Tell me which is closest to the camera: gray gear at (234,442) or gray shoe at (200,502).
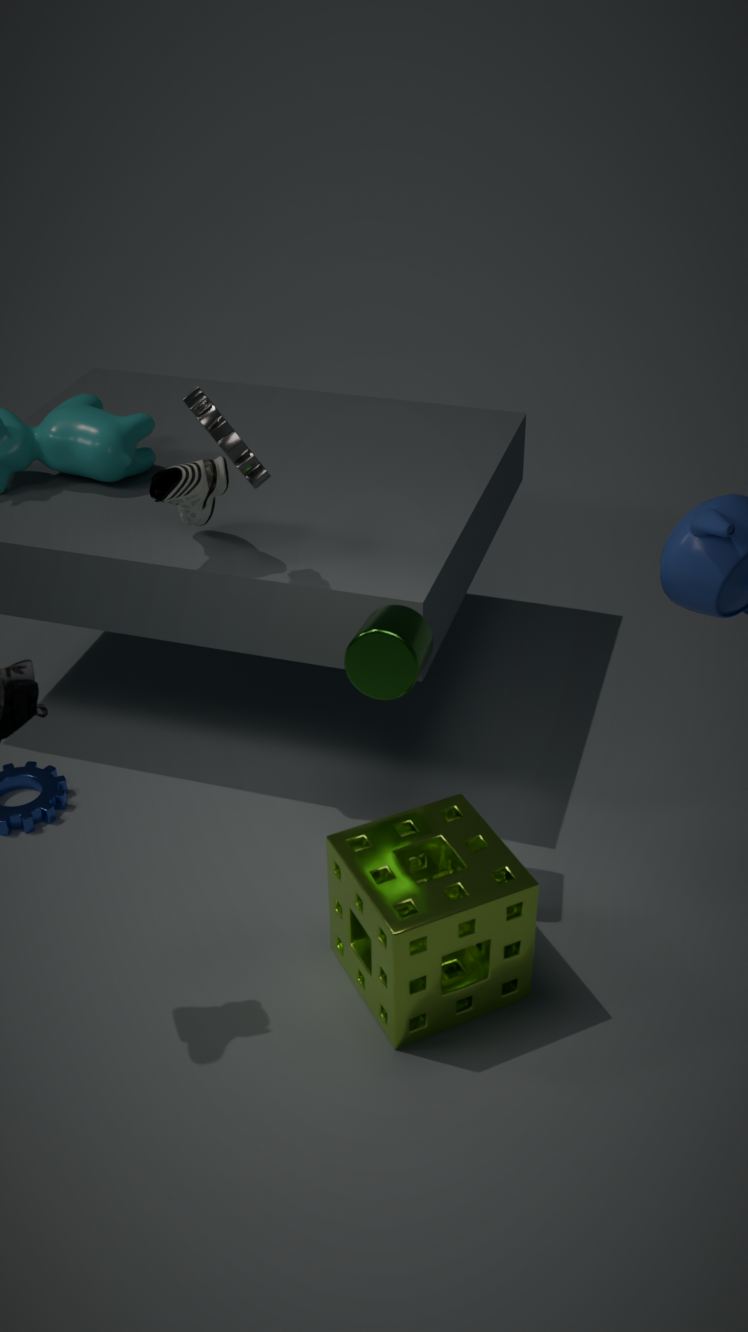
gray gear at (234,442)
